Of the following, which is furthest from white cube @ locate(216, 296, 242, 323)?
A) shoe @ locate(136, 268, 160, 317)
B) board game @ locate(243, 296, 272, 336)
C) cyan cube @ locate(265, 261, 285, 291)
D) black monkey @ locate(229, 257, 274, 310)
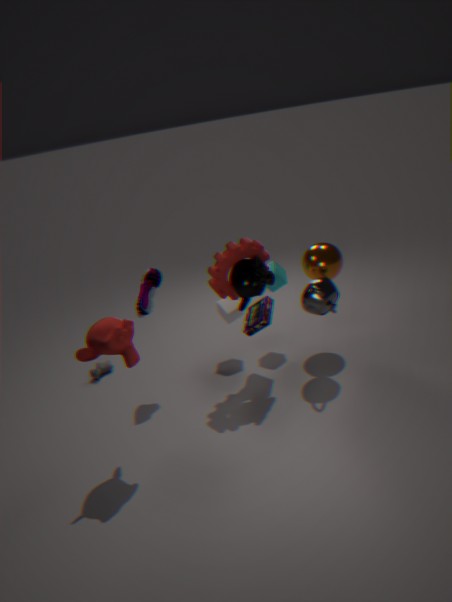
shoe @ locate(136, 268, 160, 317)
